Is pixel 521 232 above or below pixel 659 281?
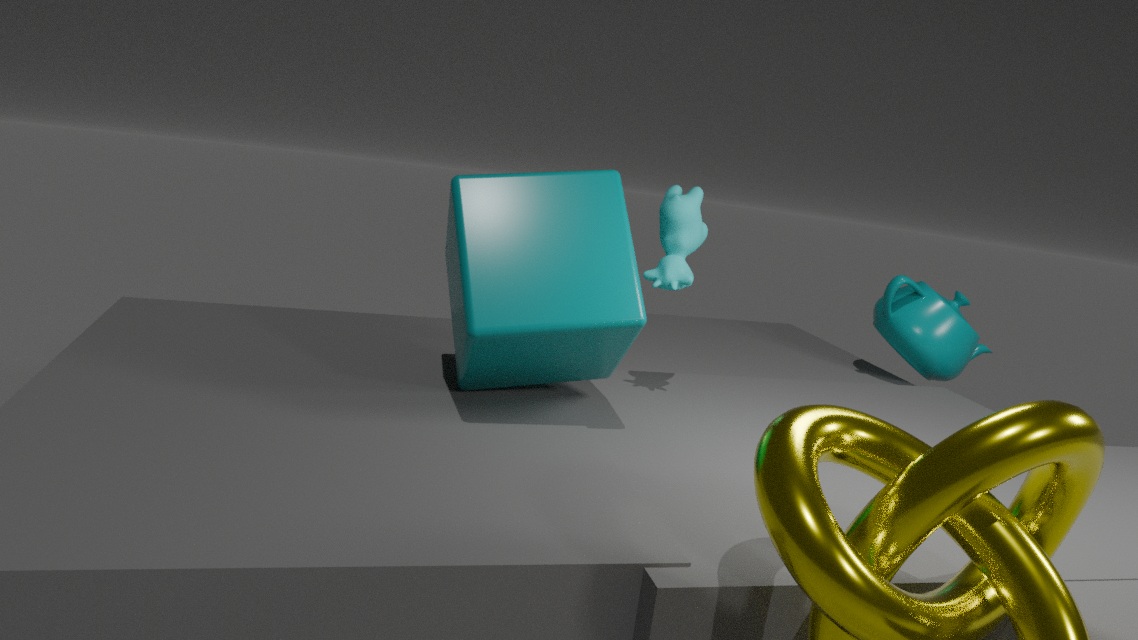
below
